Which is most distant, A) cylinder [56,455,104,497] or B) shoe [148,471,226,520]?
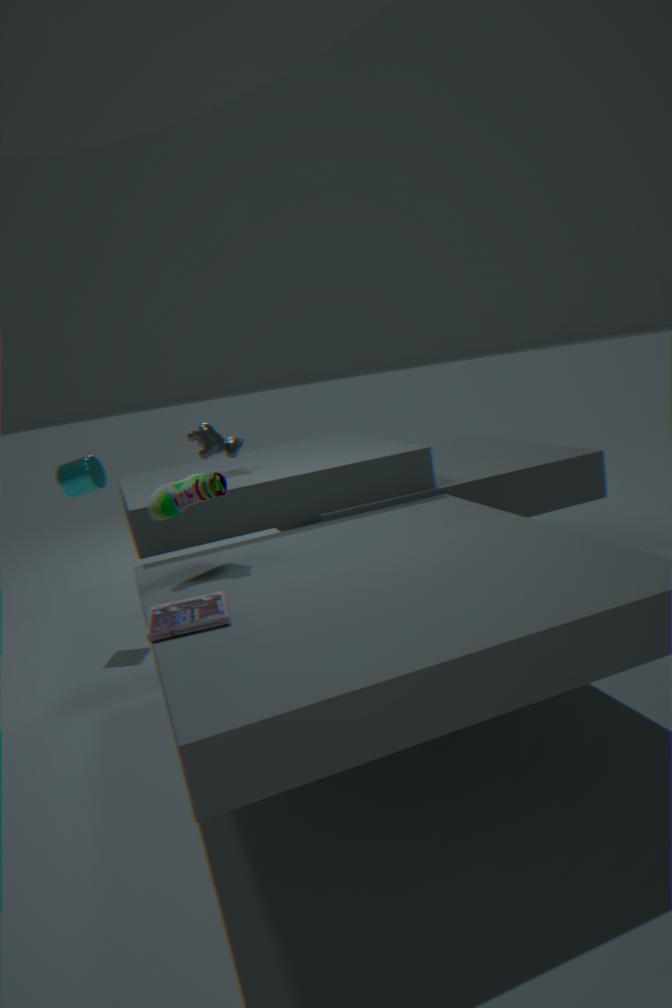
A. cylinder [56,455,104,497]
